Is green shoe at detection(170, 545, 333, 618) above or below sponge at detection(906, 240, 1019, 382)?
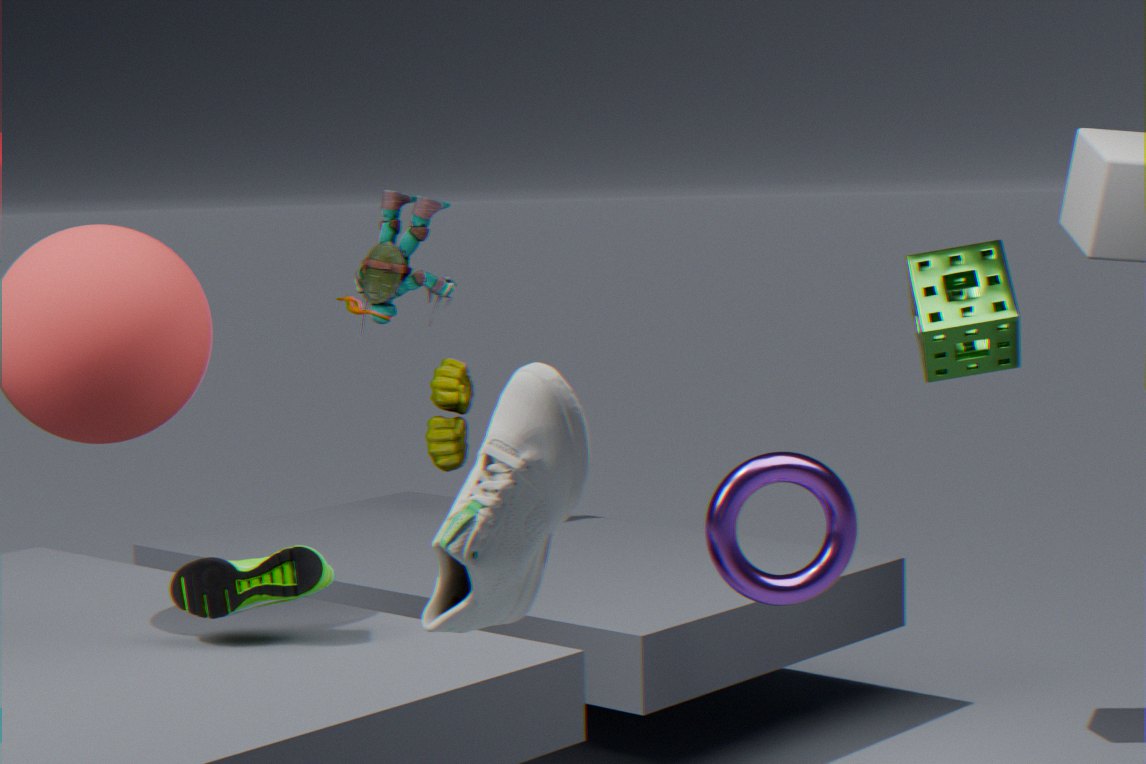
below
